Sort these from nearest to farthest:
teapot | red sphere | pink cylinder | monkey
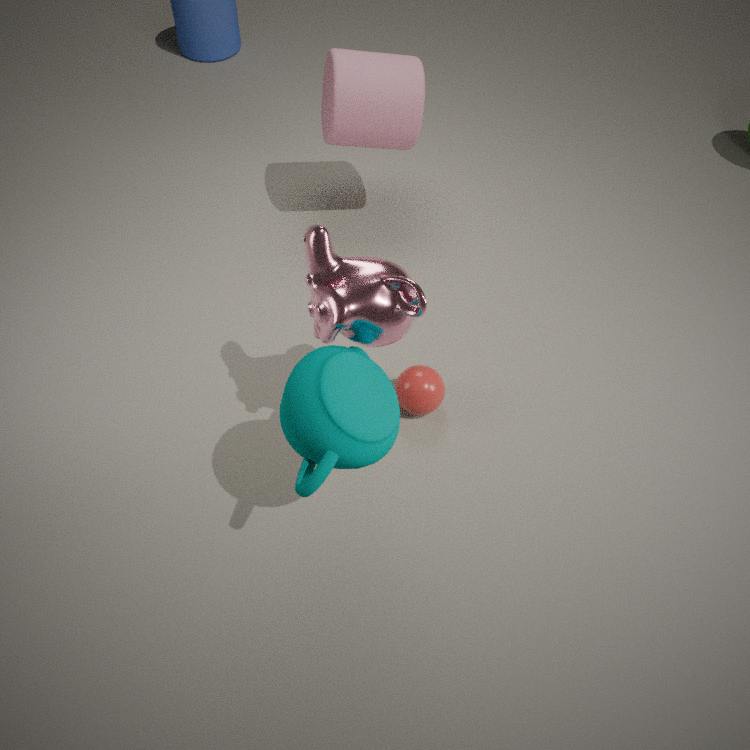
teapot, monkey, red sphere, pink cylinder
